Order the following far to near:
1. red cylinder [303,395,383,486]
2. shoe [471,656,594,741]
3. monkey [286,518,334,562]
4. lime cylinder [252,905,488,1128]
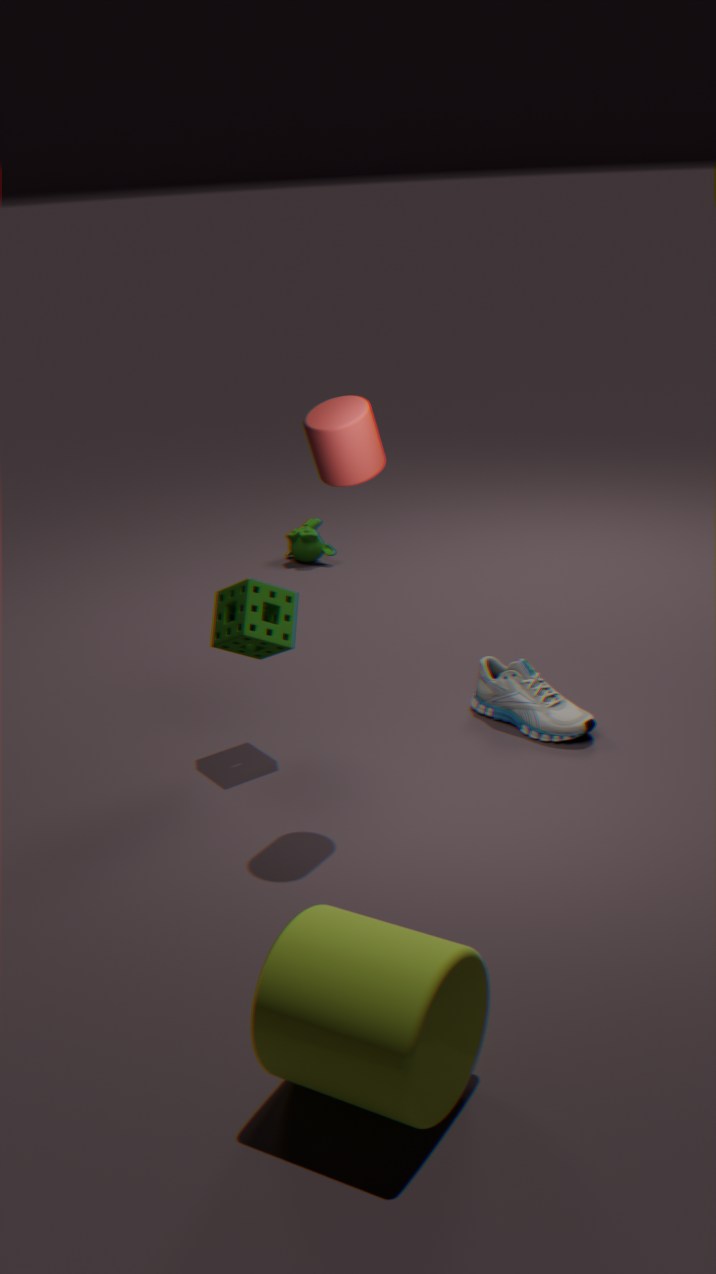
monkey [286,518,334,562], shoe [471,656,594,741], red cylinder [303,395,383,486], lime cylinder [252,905,488,1128]
